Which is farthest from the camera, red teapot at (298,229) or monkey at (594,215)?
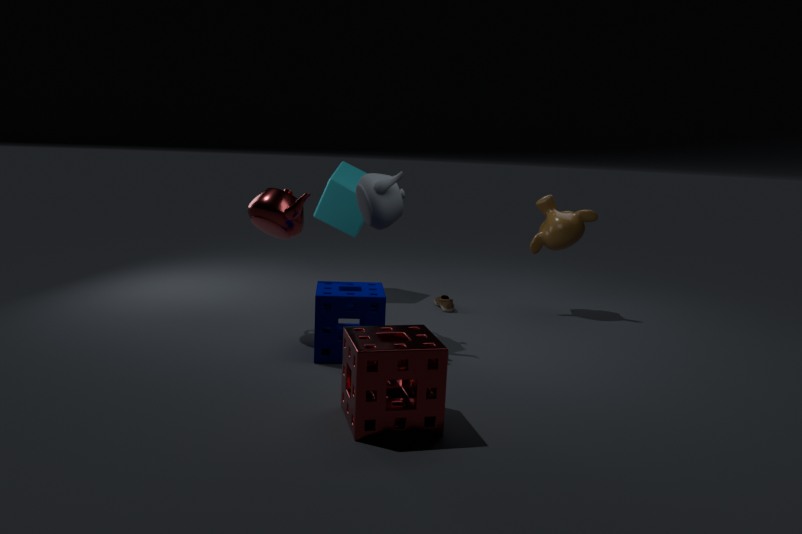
monkey at (594,215)
